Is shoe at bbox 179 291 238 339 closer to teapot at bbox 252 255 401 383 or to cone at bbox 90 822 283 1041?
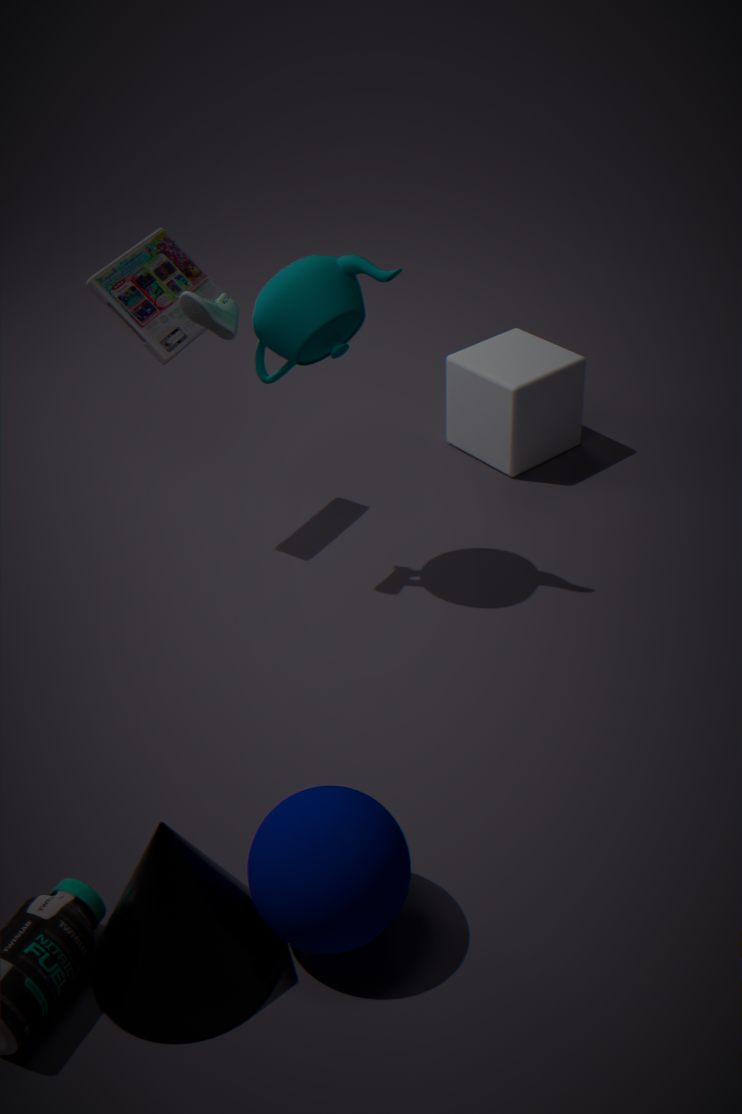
teapot at bbox 252 255 401 383
